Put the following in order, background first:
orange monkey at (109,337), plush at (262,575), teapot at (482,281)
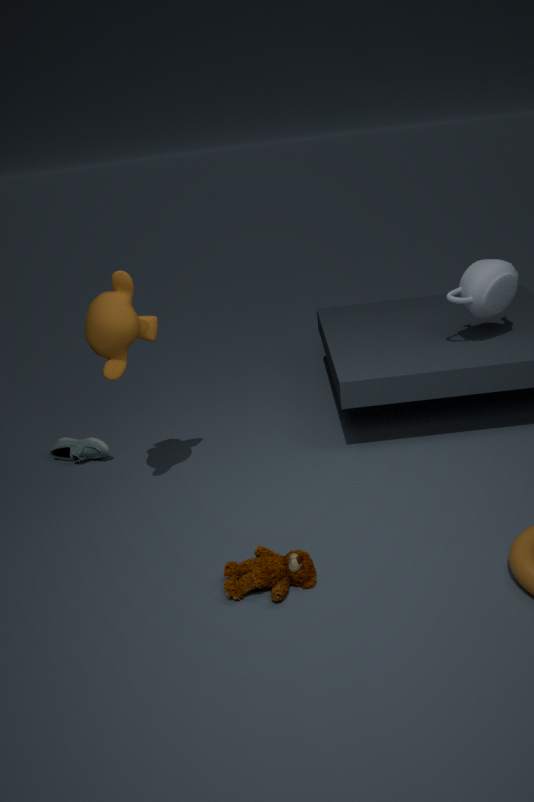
teapot at (482,281)
orange monkey at (109,337)
plush at (262,575)
